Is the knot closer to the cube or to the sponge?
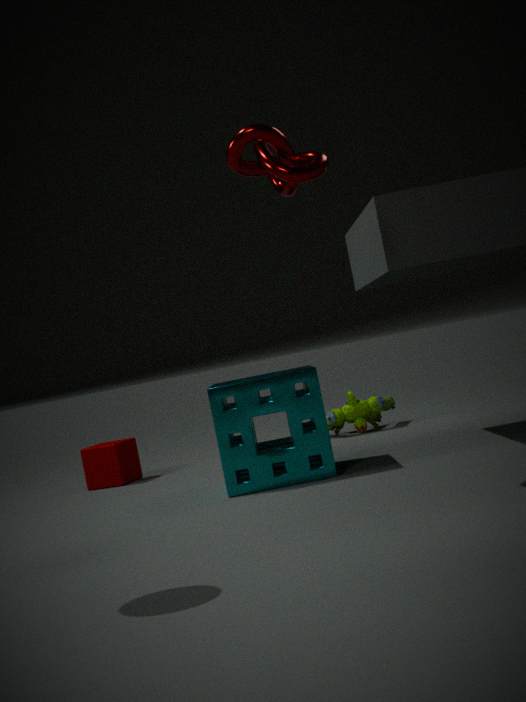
the sponge
